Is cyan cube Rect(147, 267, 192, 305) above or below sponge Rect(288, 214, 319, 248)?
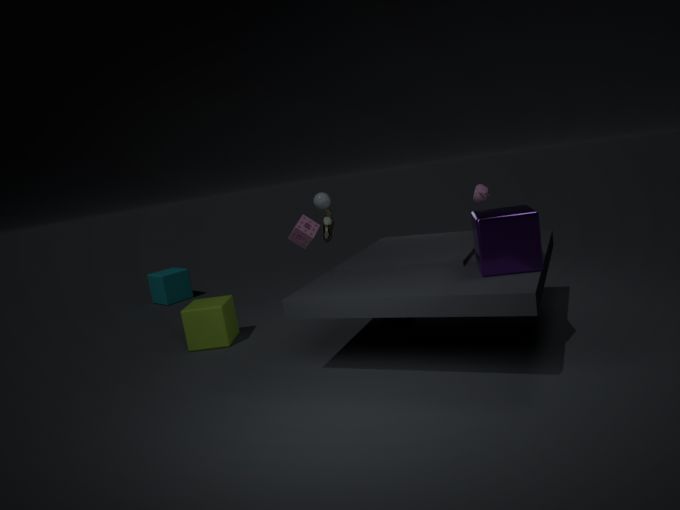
below
